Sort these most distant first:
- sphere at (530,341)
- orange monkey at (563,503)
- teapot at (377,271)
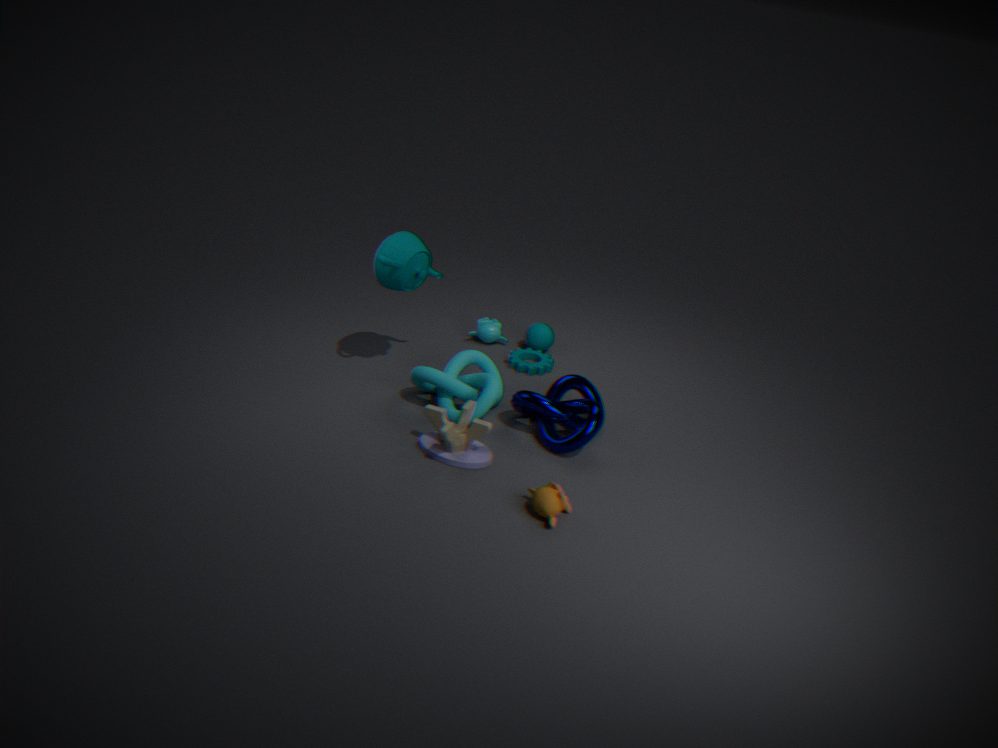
sphere at (530,341), teapot at (377,271), orange monkey at (563,503)
